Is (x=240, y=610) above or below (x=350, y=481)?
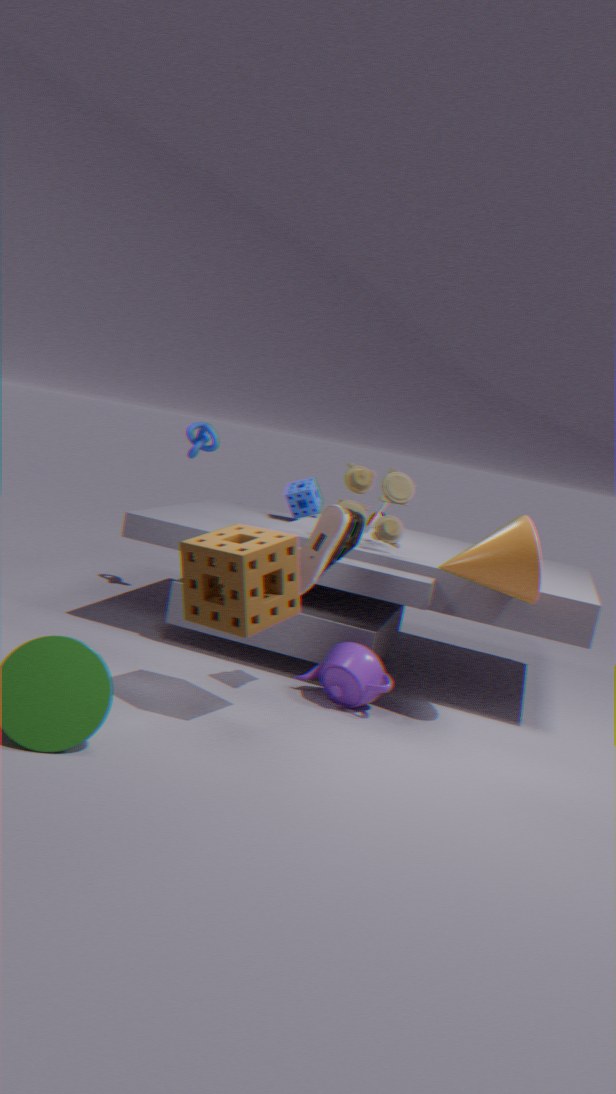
below
